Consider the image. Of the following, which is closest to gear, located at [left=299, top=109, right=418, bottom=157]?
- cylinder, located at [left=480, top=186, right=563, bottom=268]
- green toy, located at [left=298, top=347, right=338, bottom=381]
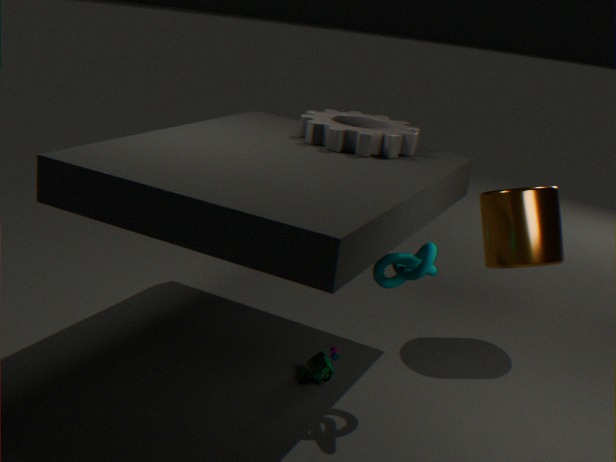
cylinder, located at [left=480, top=186, right=563, bottom=268]
